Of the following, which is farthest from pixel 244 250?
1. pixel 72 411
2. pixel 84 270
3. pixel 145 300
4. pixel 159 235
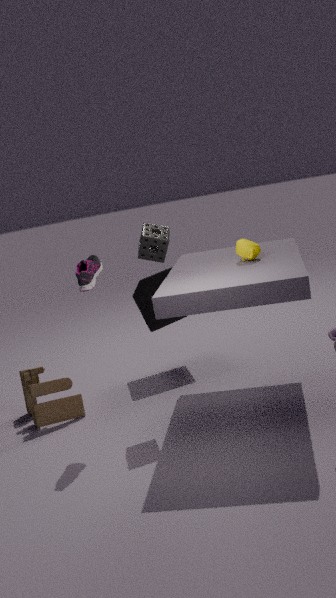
pixel 72 411
